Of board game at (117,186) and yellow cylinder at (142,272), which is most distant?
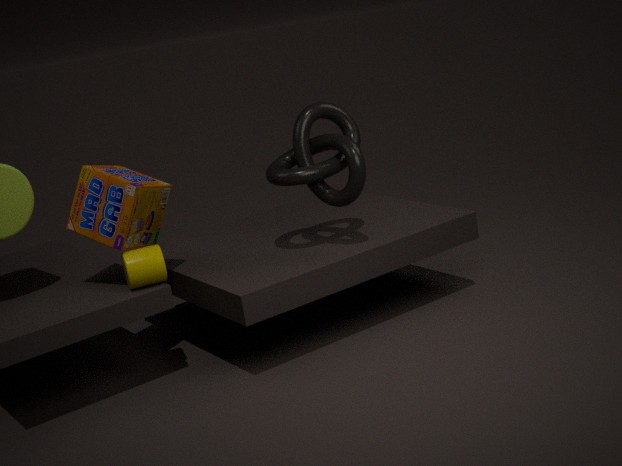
yellow cylinder at (142,272)
